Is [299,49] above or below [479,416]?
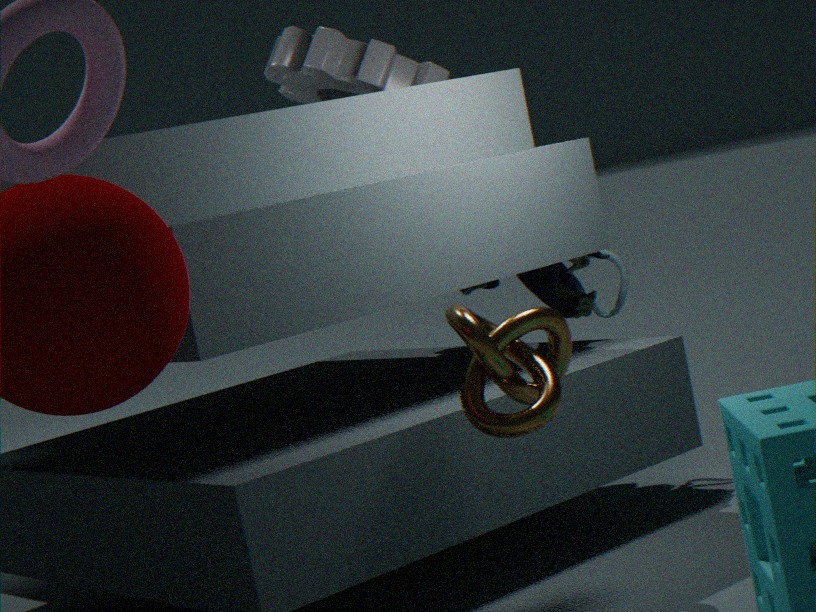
above
